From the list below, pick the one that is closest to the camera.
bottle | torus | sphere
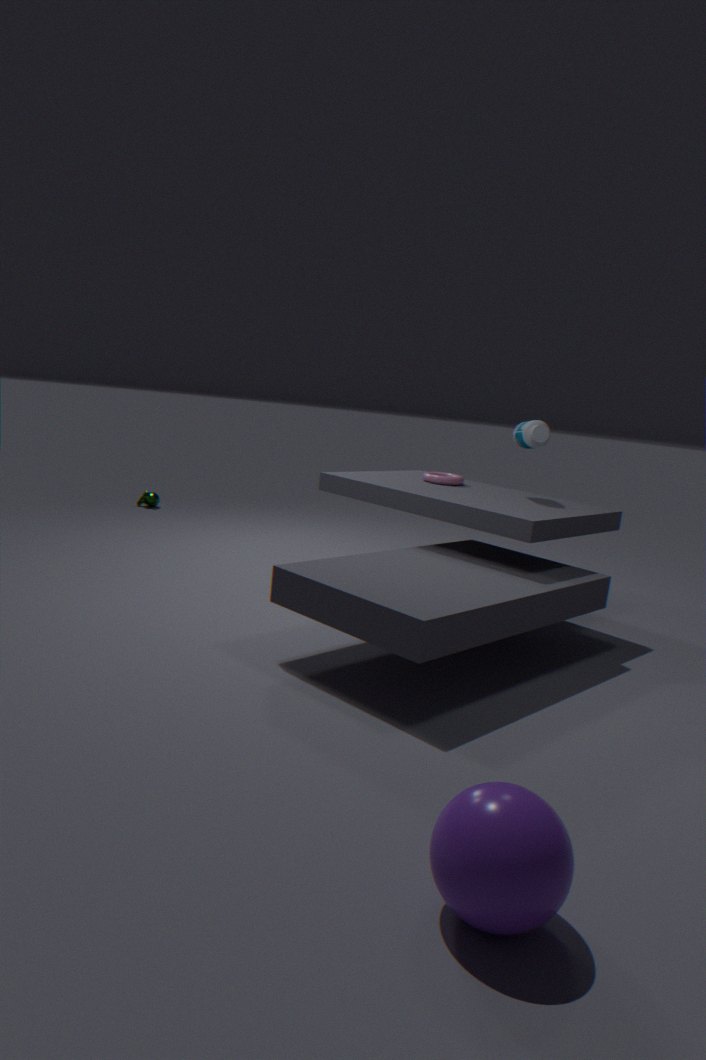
sphere
